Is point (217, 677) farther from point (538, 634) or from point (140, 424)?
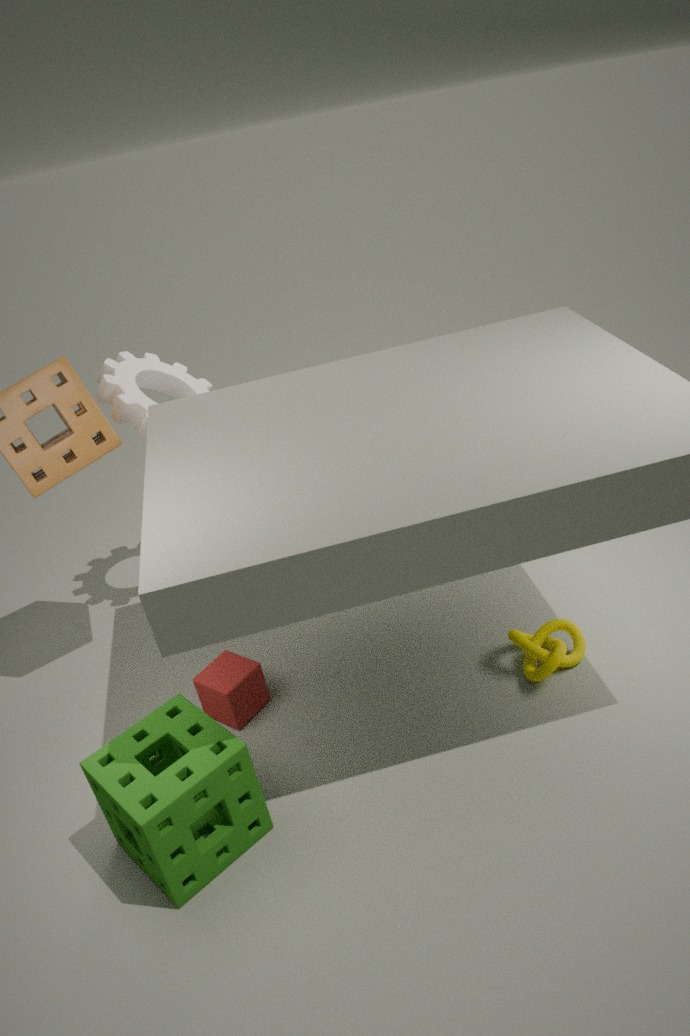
point (140, 424)
